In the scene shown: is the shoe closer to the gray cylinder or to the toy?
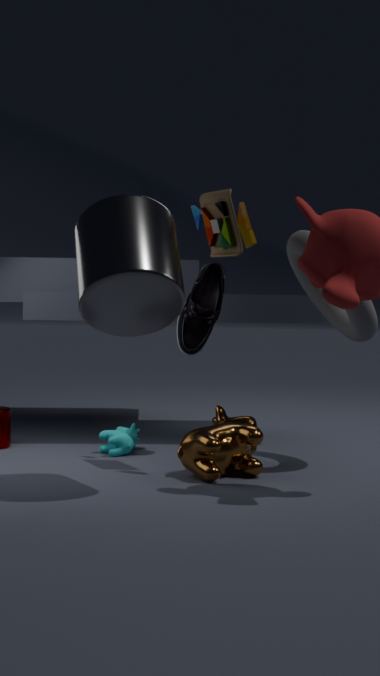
the toy
